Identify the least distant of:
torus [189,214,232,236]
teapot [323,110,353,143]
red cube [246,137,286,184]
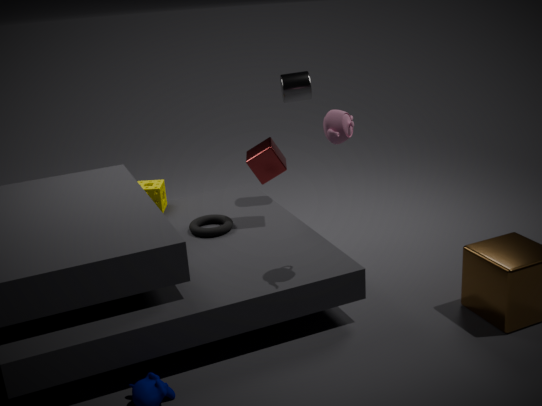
teapot [323,110,353,143]
